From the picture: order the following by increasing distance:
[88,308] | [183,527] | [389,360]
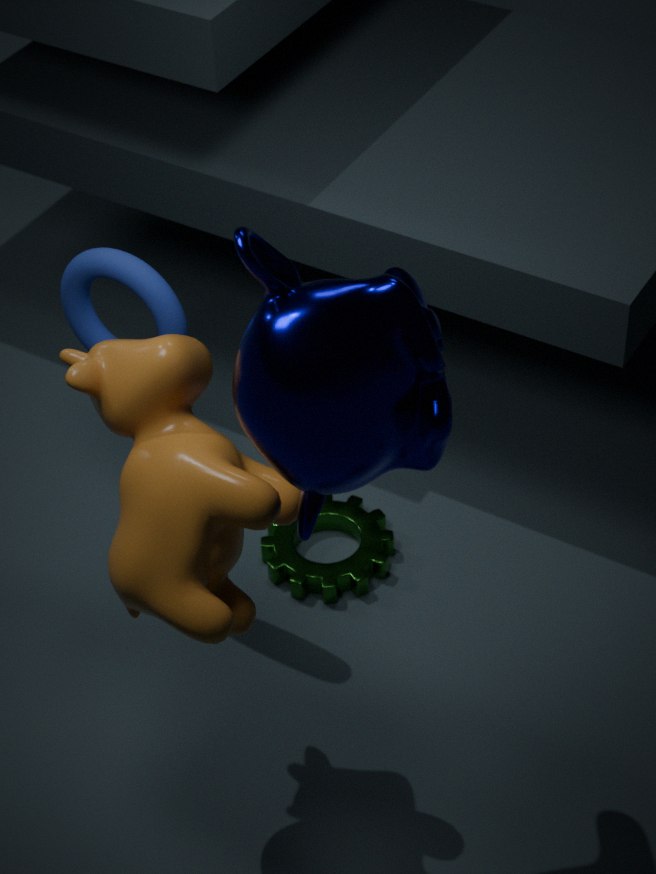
[389,360]
[183,527]
[88,308]
